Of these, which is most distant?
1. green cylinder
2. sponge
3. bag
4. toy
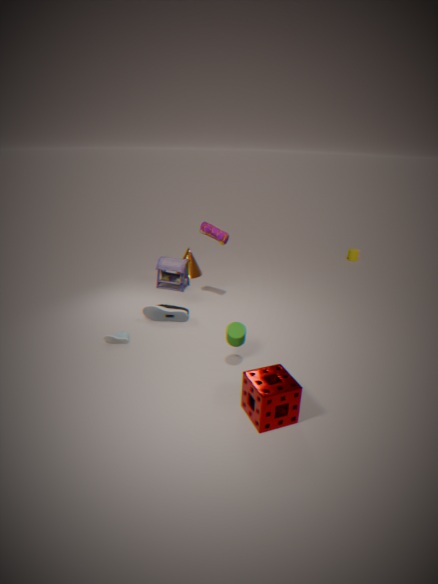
toy
